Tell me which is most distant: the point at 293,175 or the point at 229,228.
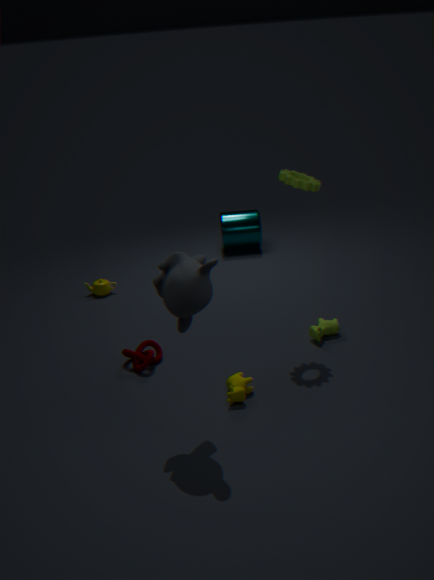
the point at 229,228
